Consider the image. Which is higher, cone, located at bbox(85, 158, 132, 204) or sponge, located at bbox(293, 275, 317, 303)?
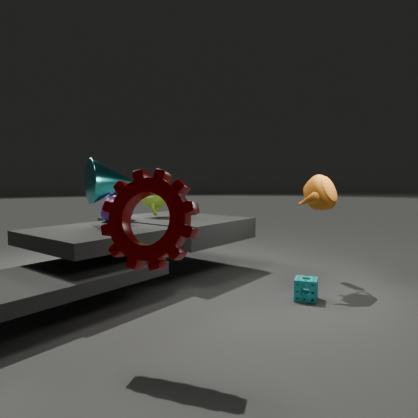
cone, located at bbox(85, 158, 132, 204)
